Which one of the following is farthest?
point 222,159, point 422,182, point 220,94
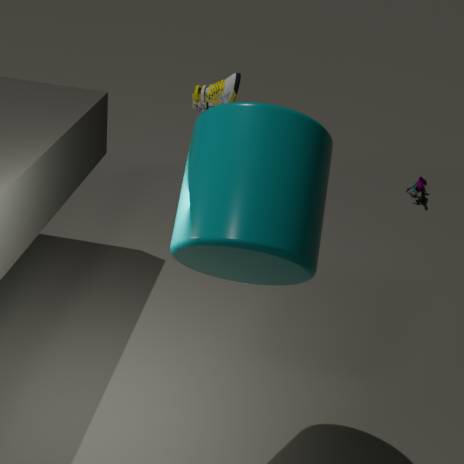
point 422,182
